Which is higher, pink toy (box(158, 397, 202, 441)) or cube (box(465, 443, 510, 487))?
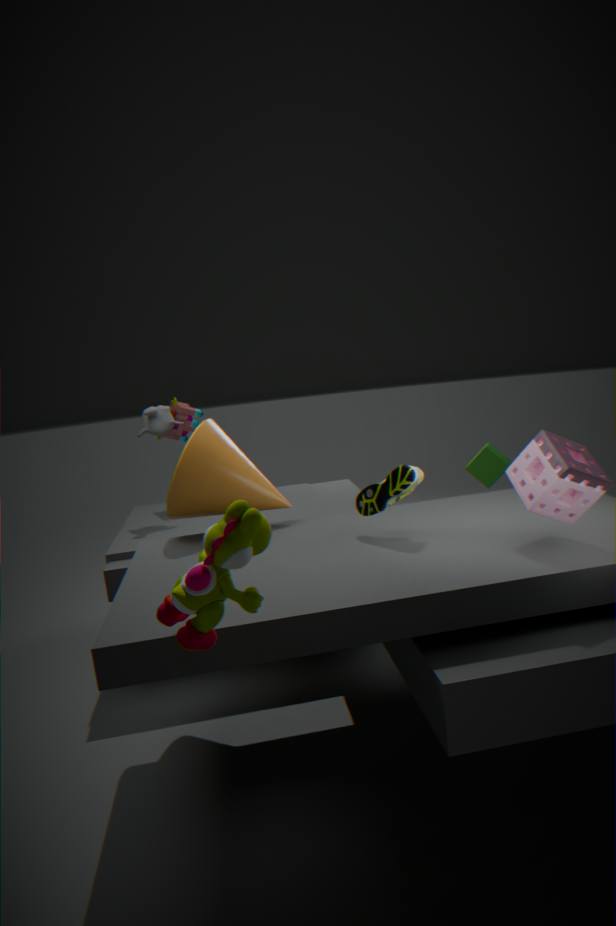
pink toy (box(158, 397, 202, 441))
